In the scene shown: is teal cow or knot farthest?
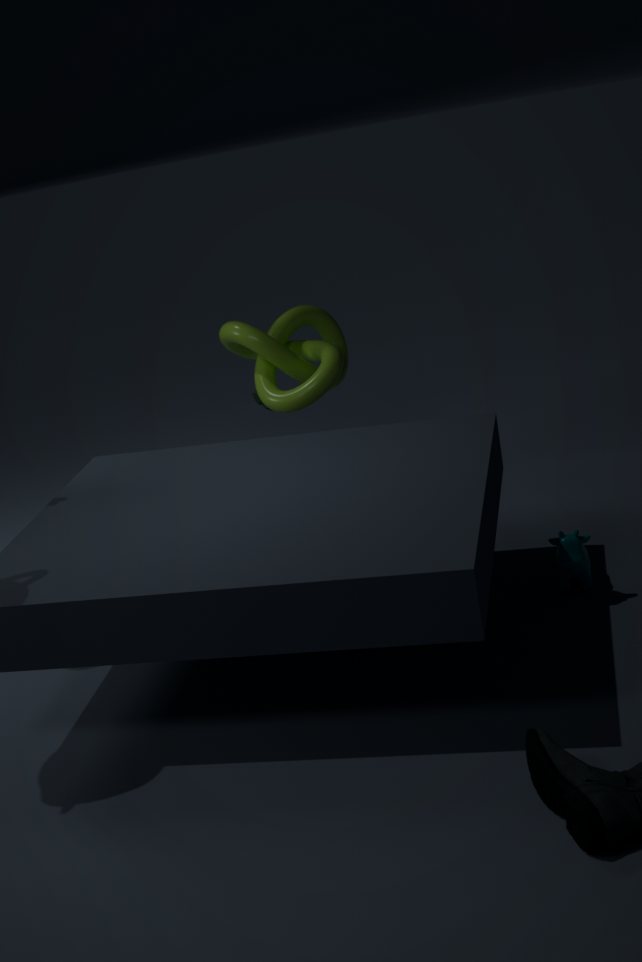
knot
